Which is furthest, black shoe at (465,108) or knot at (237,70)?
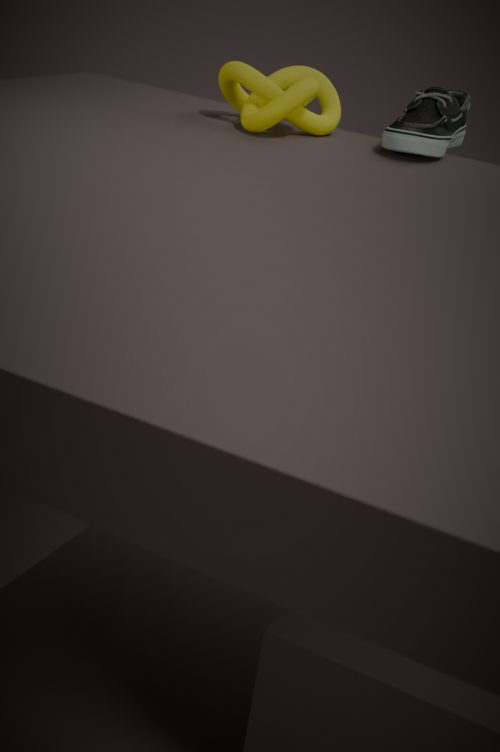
knot at (237,70)
